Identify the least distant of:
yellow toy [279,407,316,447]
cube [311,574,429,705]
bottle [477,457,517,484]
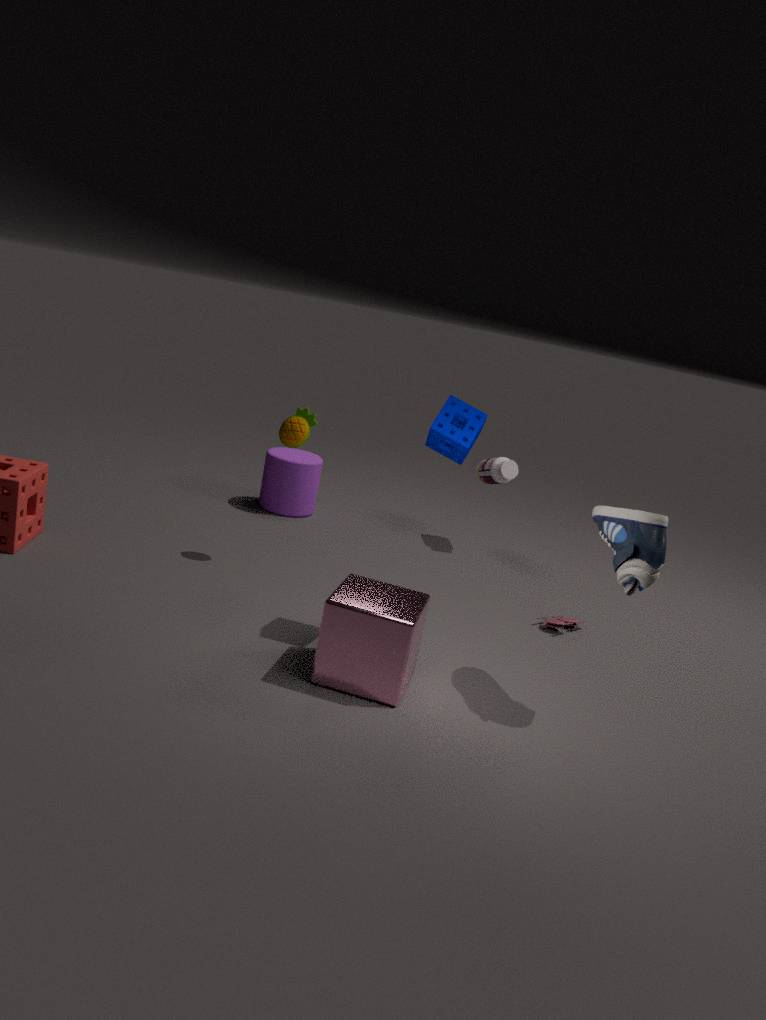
cube [311,574,429,705]
